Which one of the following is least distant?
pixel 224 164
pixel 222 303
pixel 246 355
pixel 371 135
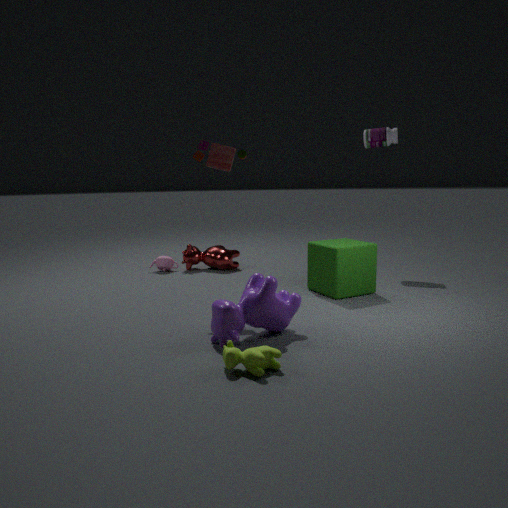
pixel 246 355
